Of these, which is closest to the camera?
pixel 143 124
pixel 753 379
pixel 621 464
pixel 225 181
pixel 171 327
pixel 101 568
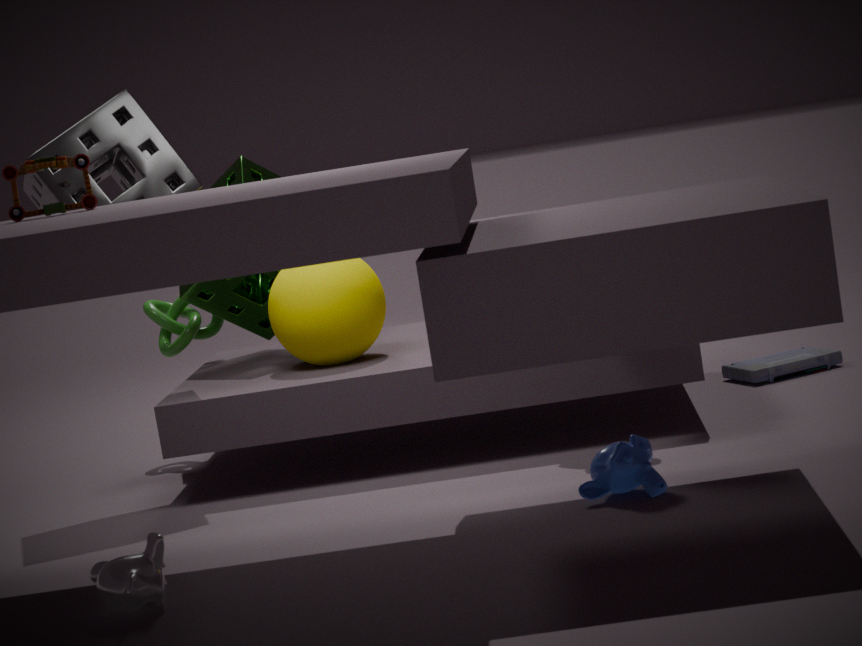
pixel 101 568
